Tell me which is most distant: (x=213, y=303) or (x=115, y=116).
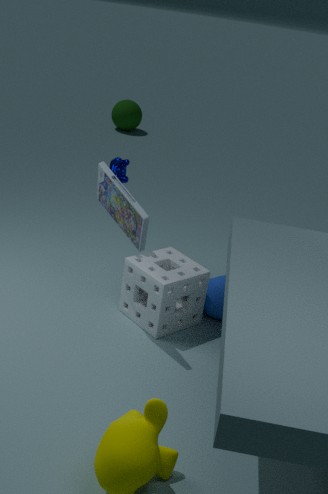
(x=115, y=116)
